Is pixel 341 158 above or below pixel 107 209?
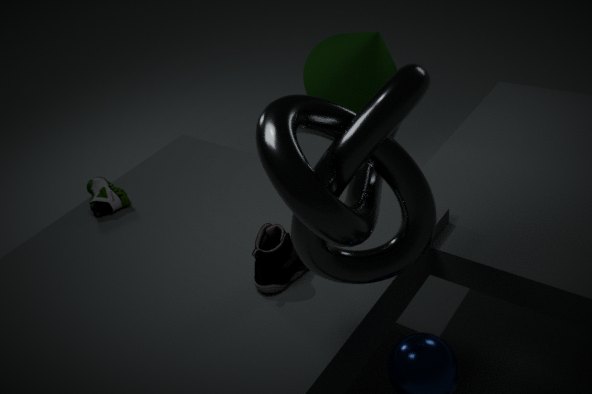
above
